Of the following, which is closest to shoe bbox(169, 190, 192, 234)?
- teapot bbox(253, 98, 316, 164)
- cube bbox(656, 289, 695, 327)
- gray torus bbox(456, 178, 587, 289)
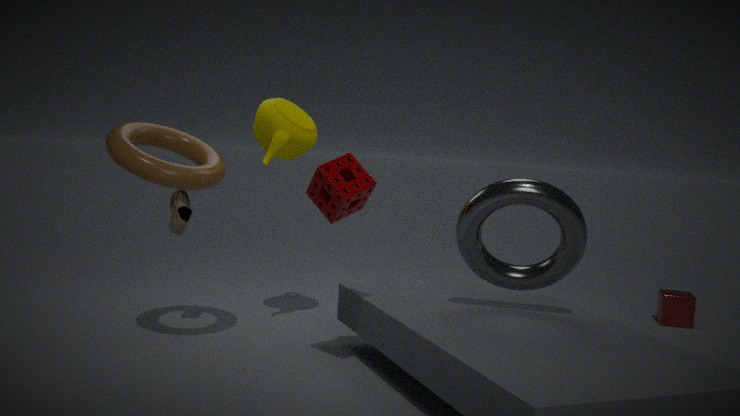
teapot bbox(253, 98, 316, 164)
